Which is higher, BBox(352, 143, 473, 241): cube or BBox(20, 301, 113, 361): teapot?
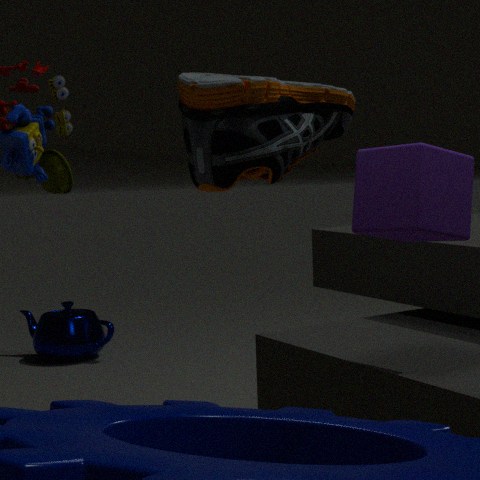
BBox(352, 143, 473, 241): cube
